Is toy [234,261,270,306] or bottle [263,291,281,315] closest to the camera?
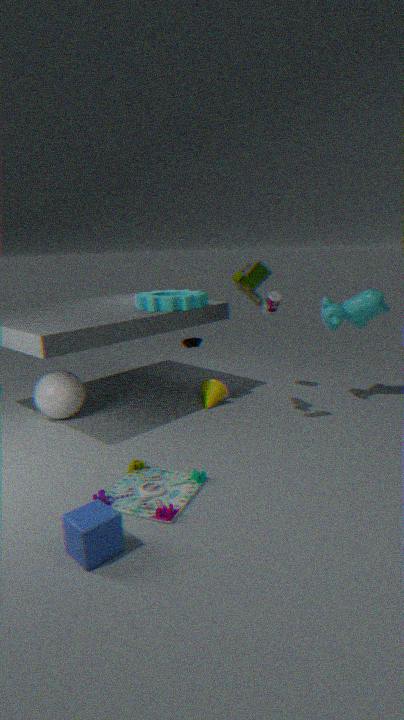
toy [234,261,270,306]
